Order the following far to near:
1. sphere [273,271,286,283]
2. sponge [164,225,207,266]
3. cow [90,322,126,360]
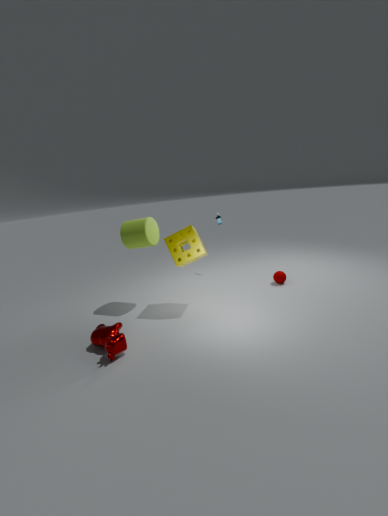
sphere [273,271,286,283]
sponge [164,225,207,266]
cow [90,322,126,360]
